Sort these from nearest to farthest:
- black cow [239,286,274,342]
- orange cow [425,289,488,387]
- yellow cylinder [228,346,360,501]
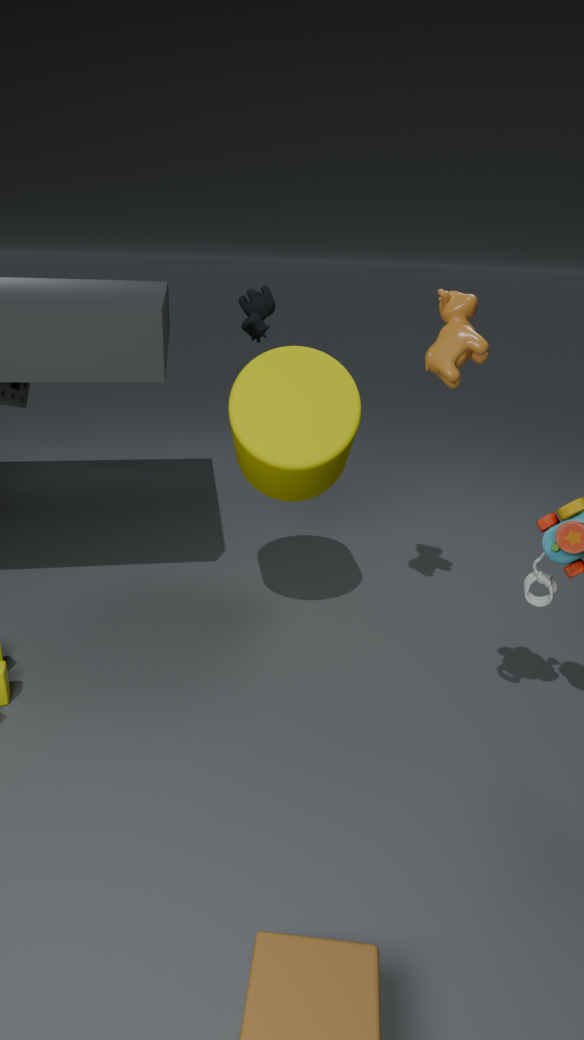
orange cow [425,289,488,387] < yellow cylinder [228,346,360,501] < black cow [239,286,274,342]
